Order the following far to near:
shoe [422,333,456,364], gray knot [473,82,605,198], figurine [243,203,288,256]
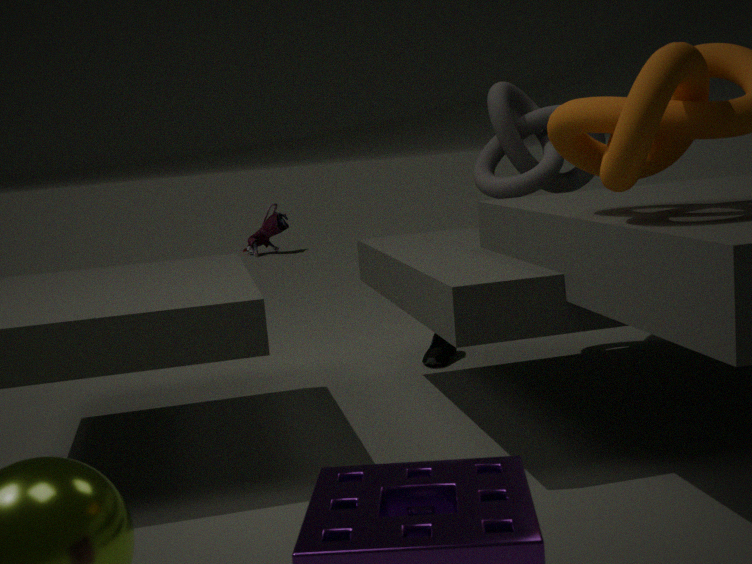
figurine [243,203,288,256] → shoe [422,333,456,364] → gray knot [473,82,605,198]
